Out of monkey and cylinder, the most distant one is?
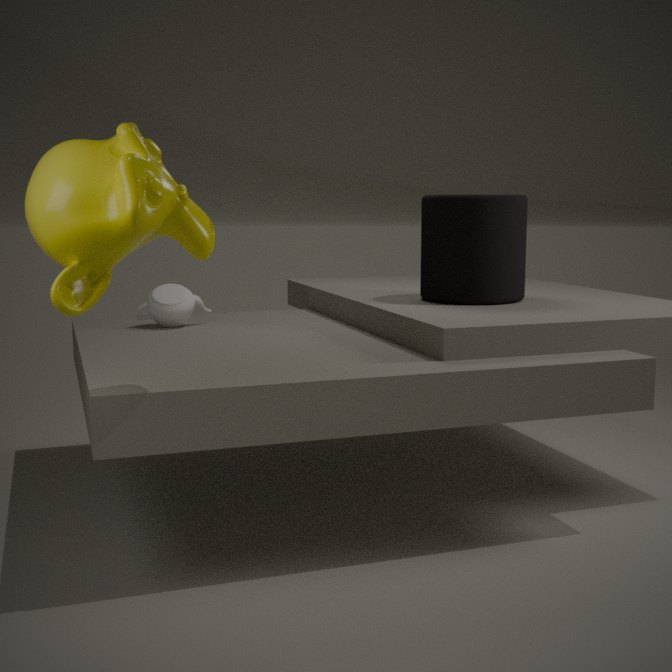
cylinder
